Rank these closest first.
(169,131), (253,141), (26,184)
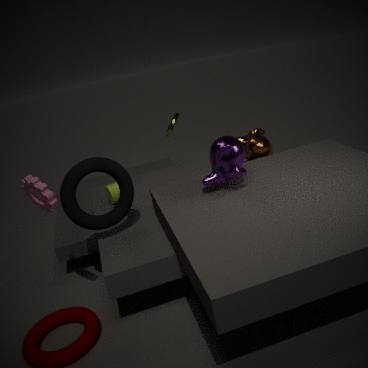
(26,184) → (253,141) → (169,131)
